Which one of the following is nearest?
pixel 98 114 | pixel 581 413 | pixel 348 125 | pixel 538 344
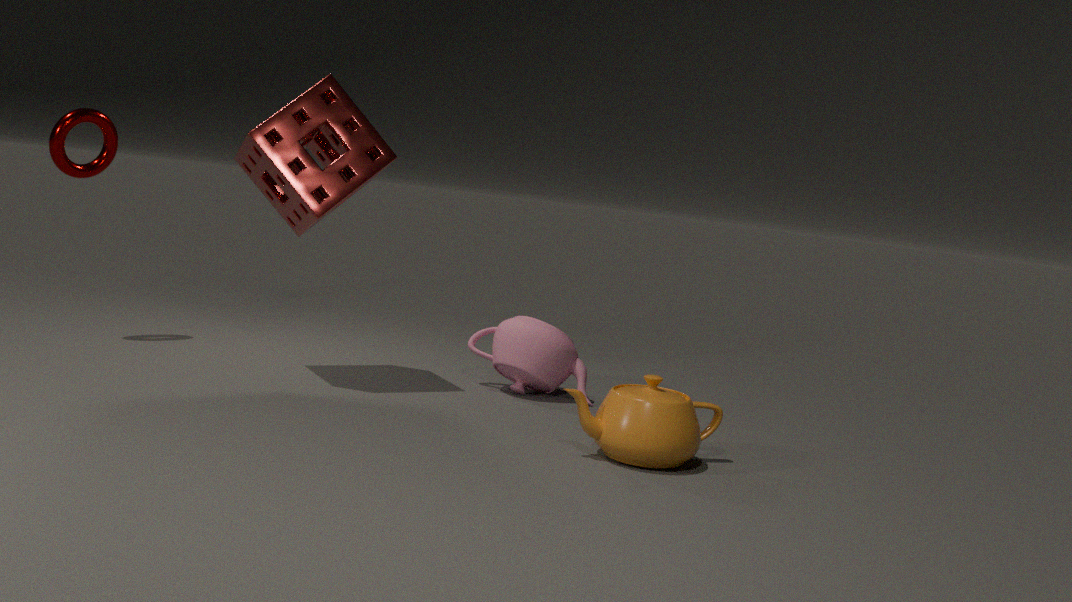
pixel 581 413
